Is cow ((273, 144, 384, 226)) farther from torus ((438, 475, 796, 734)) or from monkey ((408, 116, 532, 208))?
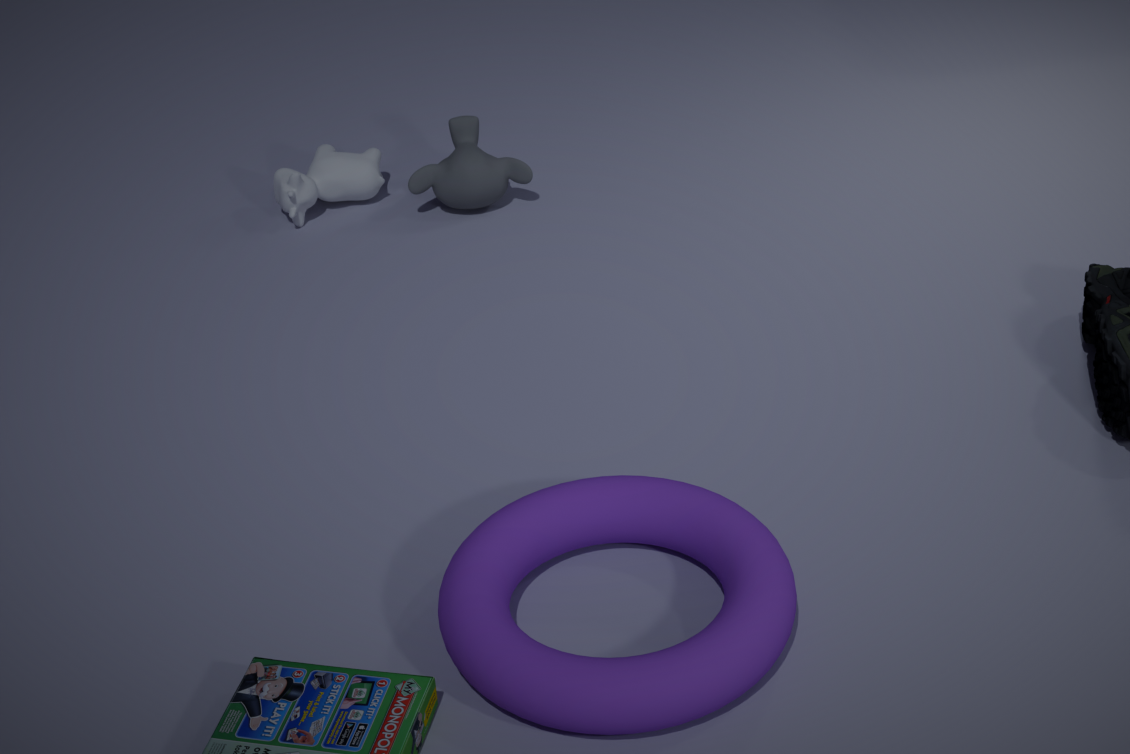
torus ((438, 475, 796, 734))
